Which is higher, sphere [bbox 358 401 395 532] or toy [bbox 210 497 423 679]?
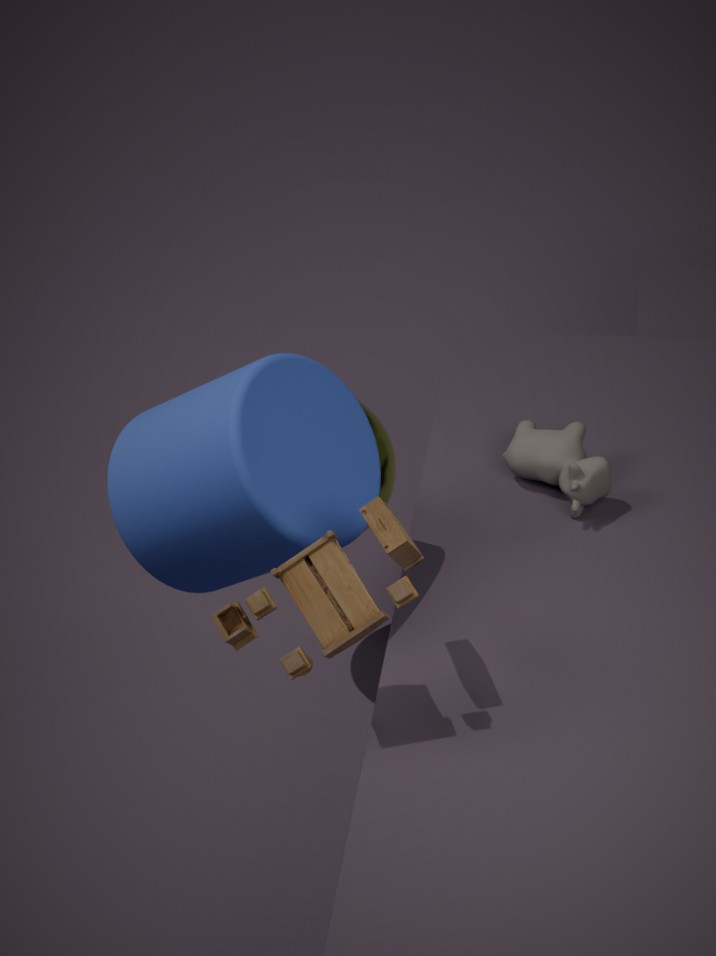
toy [bbox 210 497 423 679]
